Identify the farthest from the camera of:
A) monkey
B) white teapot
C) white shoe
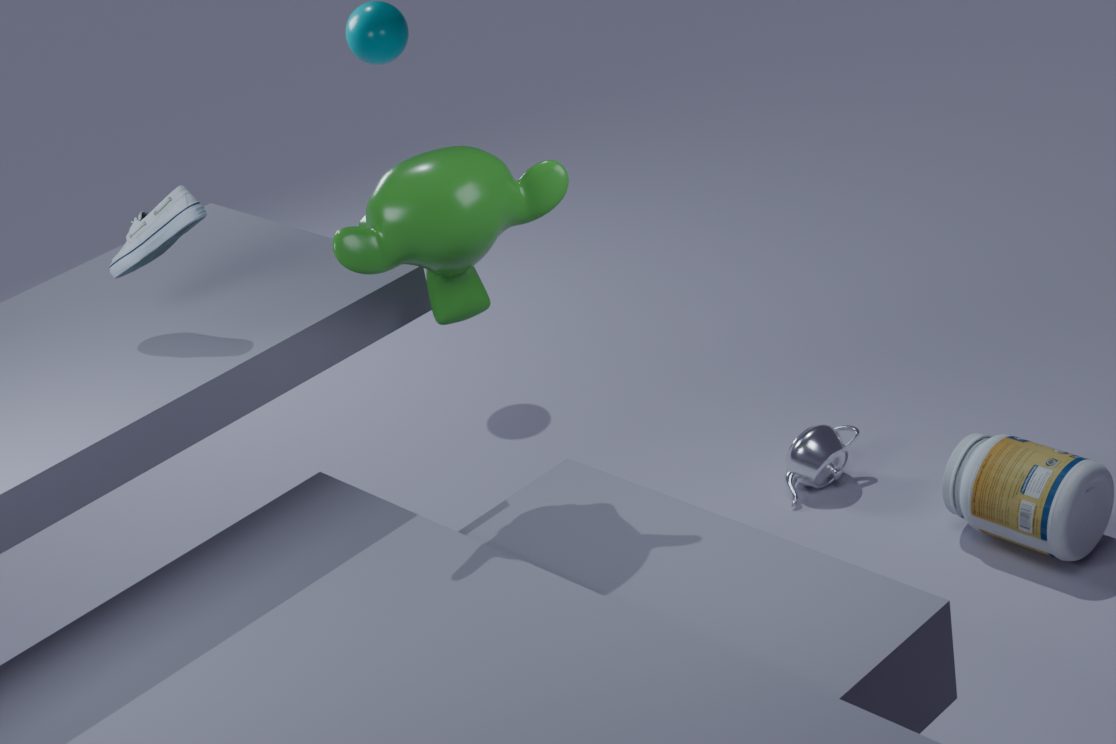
white teapot
